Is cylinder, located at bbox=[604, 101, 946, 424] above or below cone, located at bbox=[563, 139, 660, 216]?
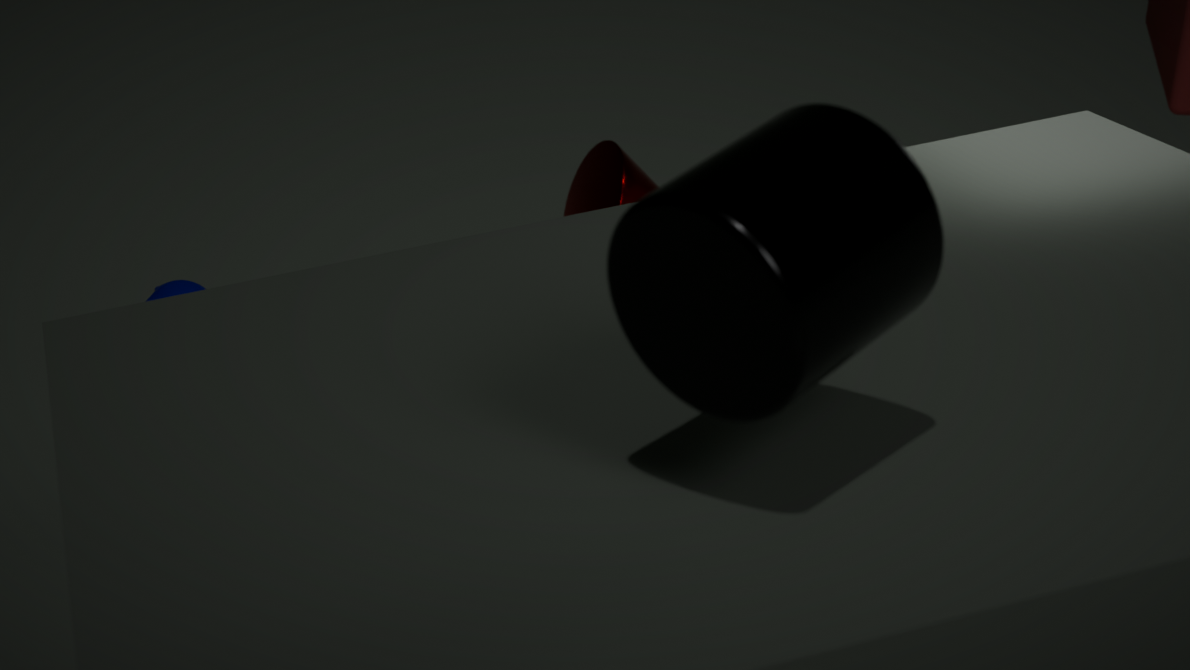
above
